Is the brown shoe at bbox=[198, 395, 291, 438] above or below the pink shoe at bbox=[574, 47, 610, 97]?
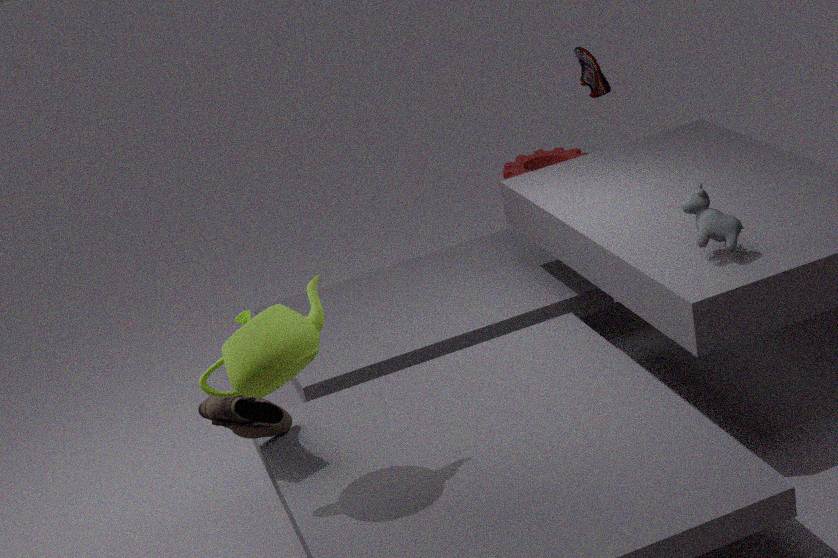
below
